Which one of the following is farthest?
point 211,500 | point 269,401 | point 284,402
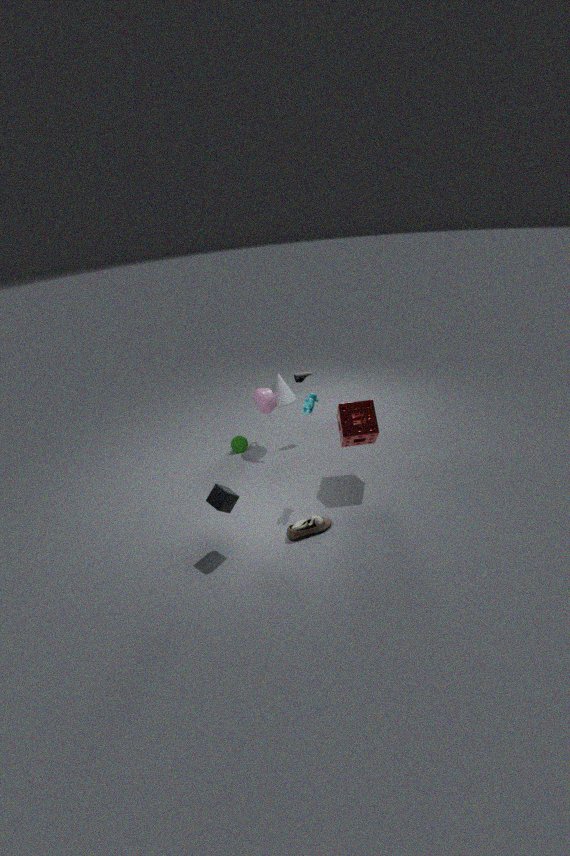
point 284,402
